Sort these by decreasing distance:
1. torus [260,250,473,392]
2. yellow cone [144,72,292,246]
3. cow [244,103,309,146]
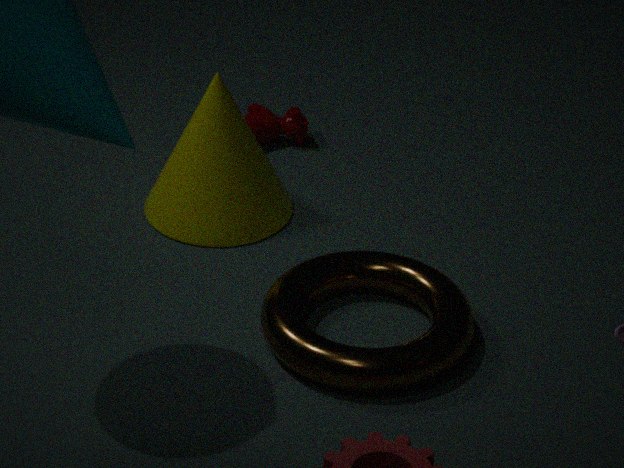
1. cow [244,103,309,146]
2. yellow cone [144,72,292,246]
3. torus [260,250,473,392]
